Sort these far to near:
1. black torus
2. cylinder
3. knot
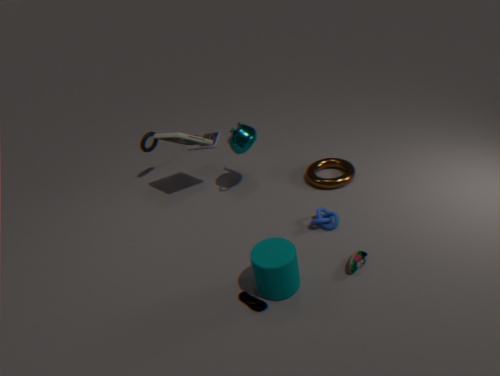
black torus → knot → cylinder
